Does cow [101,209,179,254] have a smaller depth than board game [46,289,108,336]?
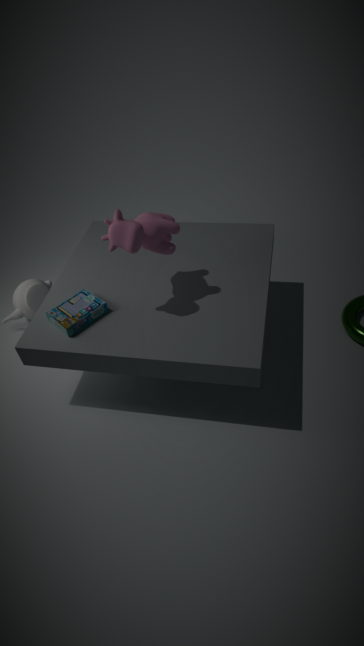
Yes
